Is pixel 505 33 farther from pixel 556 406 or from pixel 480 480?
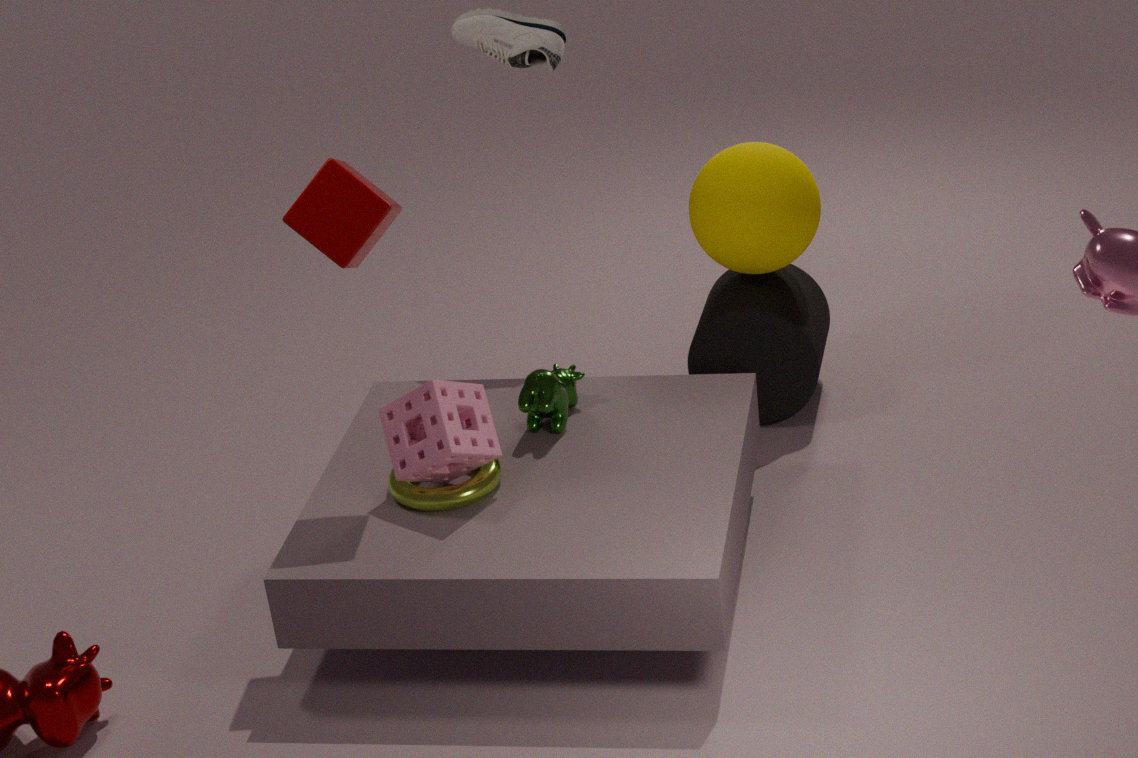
pixel 480 480
